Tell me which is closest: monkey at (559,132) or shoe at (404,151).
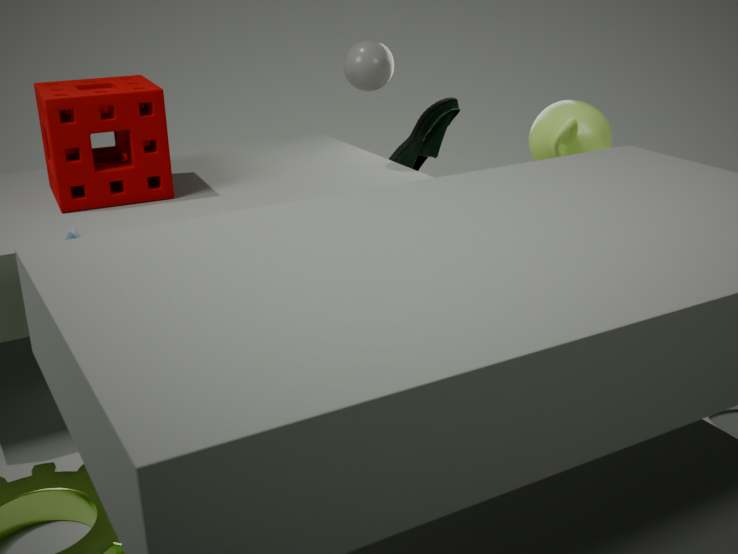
monkey at (559,132)
